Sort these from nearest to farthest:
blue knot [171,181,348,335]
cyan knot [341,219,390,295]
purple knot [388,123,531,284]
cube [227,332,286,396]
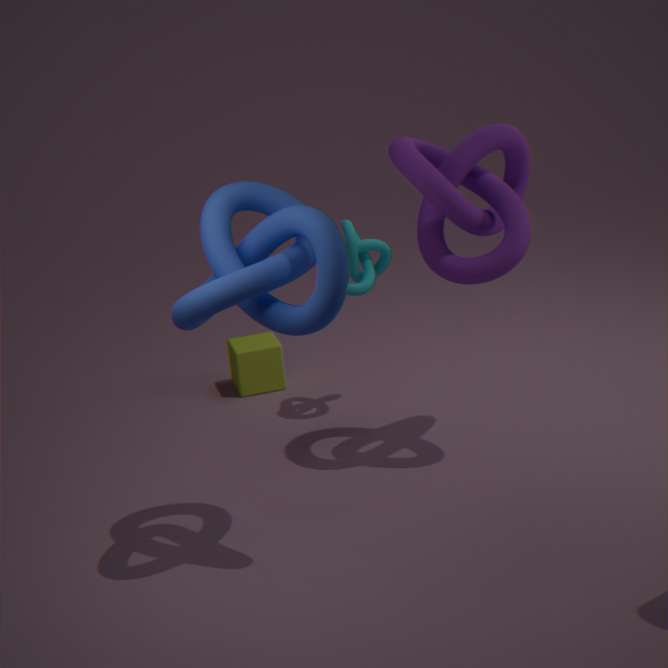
blue knot [171,181,348,335] → purple knot [388,123,531,284] → cyan knot [341,219,390,295] → cube [227,332,286,396]
